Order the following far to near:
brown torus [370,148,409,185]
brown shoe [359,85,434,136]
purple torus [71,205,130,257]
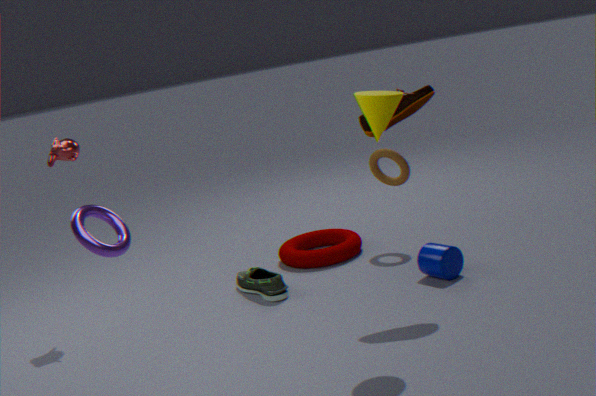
brown torus [370,148,409,185] < brown shoe [359,85,434,136] < purple torus [71,205,130,257]
